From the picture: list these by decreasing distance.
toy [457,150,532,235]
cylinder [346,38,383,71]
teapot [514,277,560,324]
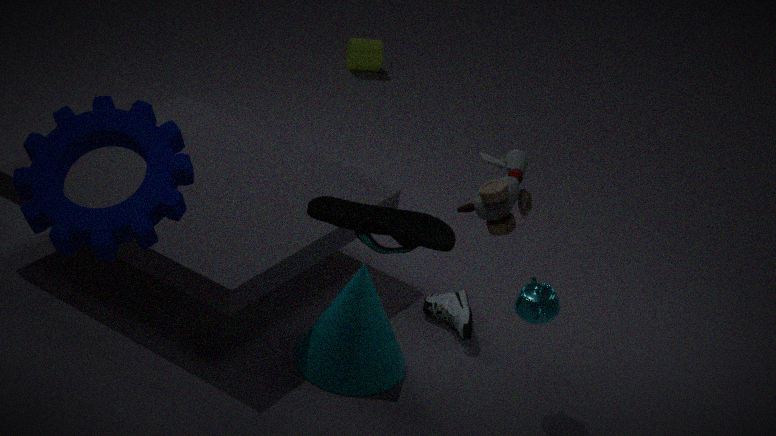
cylinder [346,38,383,71]
teapot [514,277,560,324]
toy [457,150,532,235]
